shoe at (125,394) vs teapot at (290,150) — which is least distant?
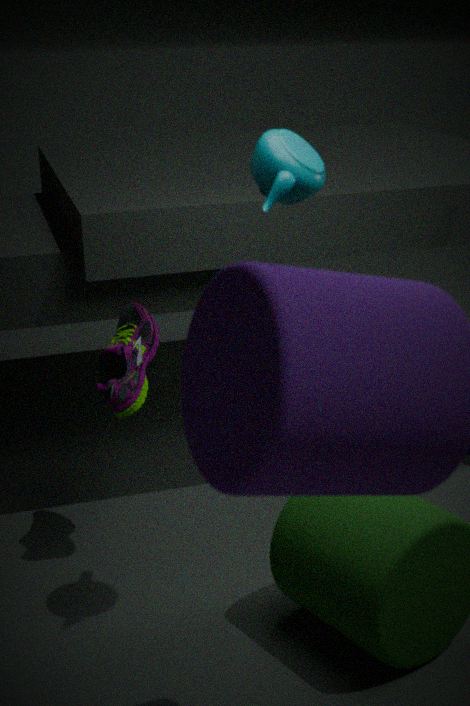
teapot at (290,150)
